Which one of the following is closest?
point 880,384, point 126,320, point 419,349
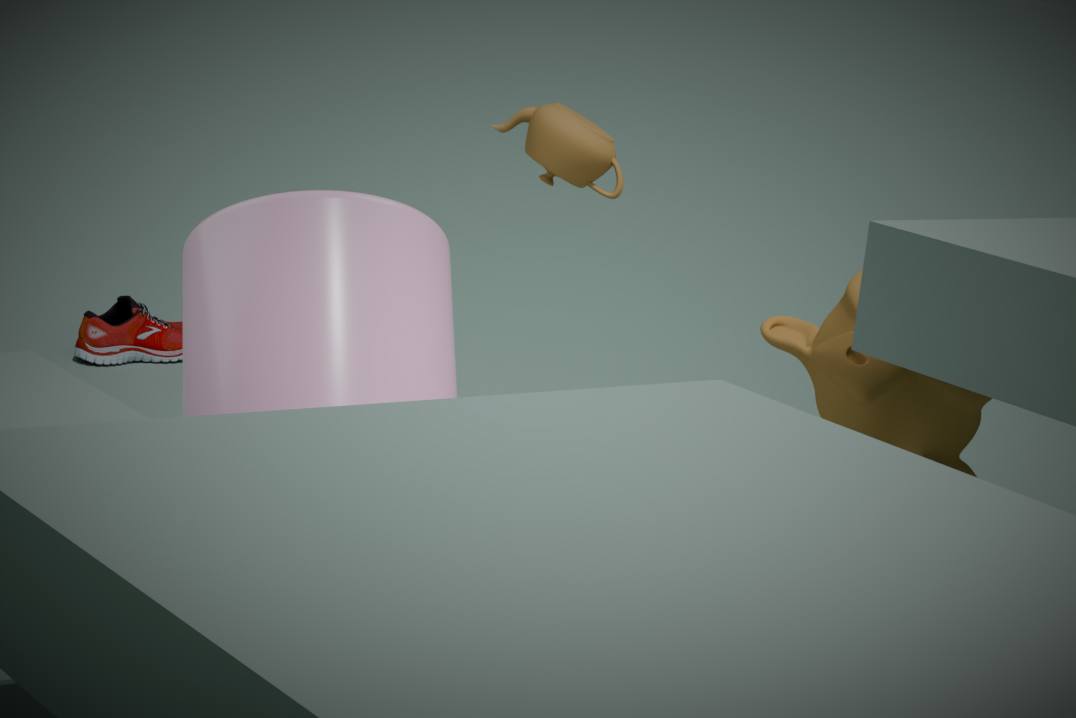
point 419,349
